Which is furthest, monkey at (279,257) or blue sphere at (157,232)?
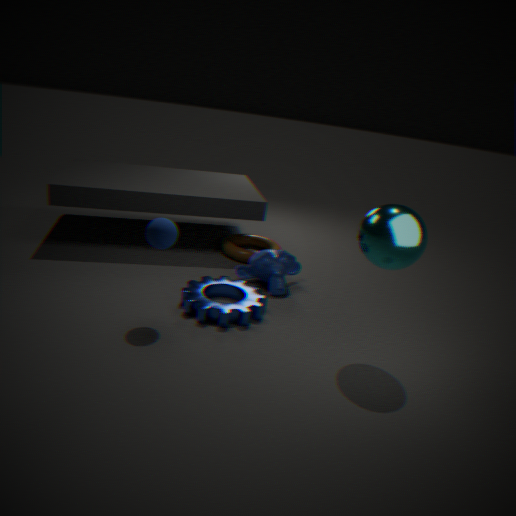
monkey at (279,257)
